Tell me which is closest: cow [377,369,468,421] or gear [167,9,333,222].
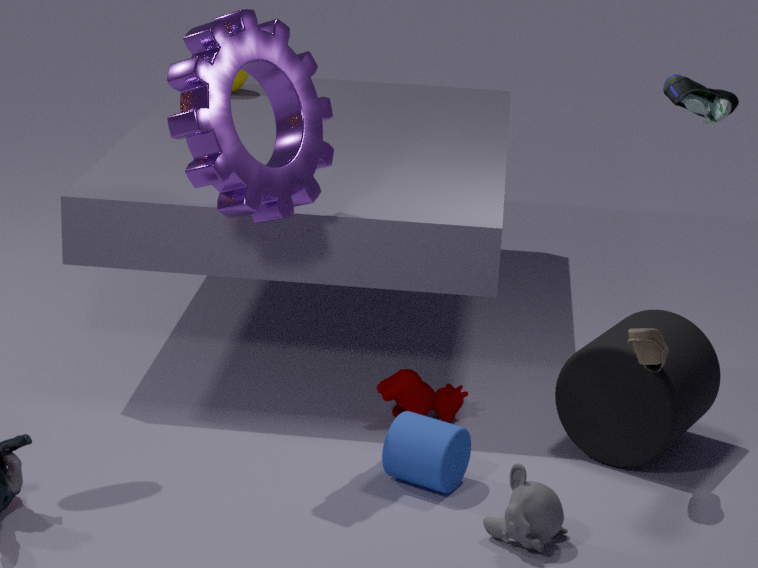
gear [167,9,333,222]
